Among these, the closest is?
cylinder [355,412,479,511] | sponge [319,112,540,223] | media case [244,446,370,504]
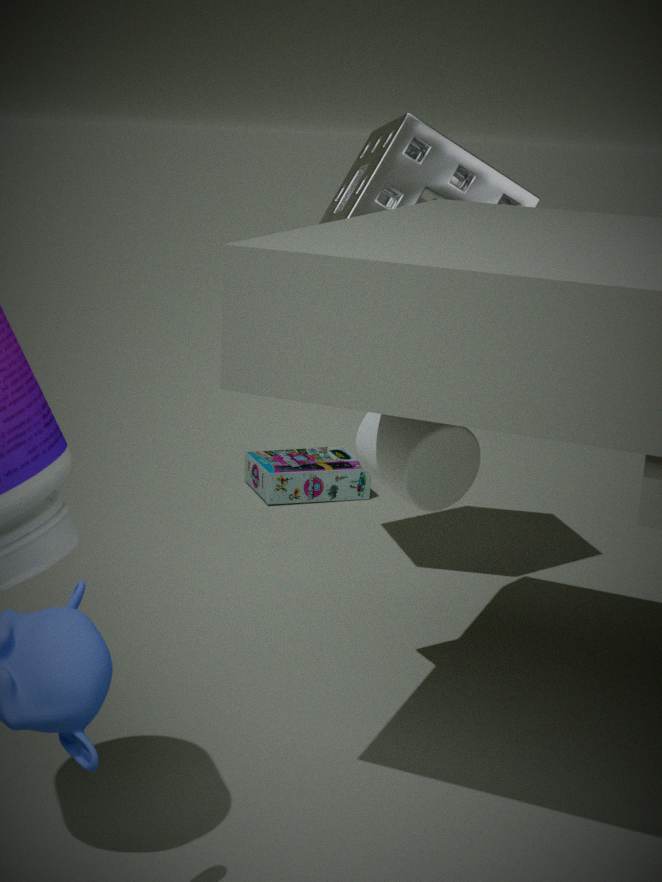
cylinder [355,412,479,511]
